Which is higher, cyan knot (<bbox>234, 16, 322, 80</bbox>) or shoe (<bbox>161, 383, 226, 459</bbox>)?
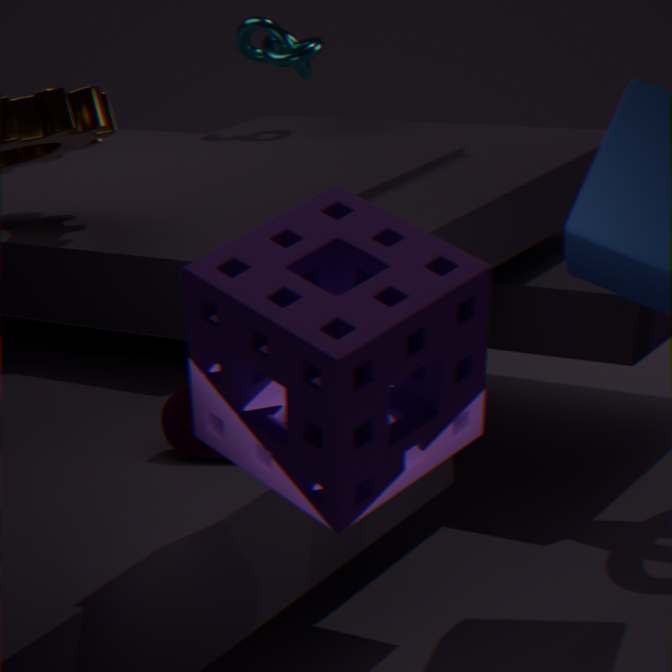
cyan knot (<bbox>234, 16, 322, 80</bbox>)
